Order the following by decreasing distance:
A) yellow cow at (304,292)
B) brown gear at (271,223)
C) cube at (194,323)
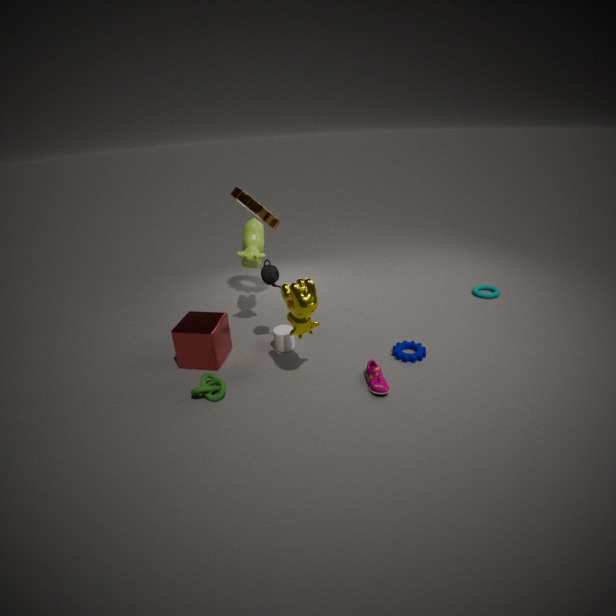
brown gear at (271,223) < cube at (194,323) < yellow cow at (304,292)
